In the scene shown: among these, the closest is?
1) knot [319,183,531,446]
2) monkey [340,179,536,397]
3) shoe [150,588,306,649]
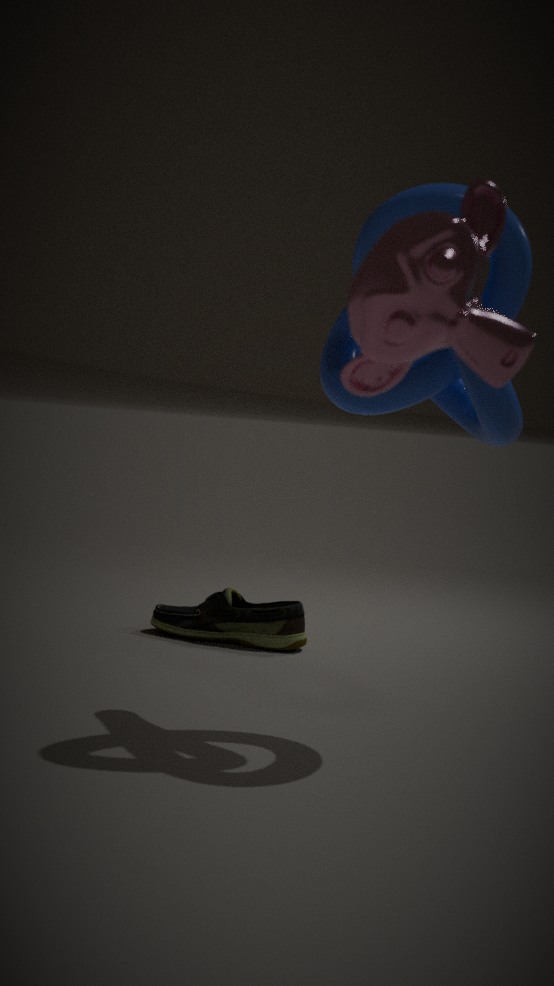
2. monkey [340,179,536,397]
